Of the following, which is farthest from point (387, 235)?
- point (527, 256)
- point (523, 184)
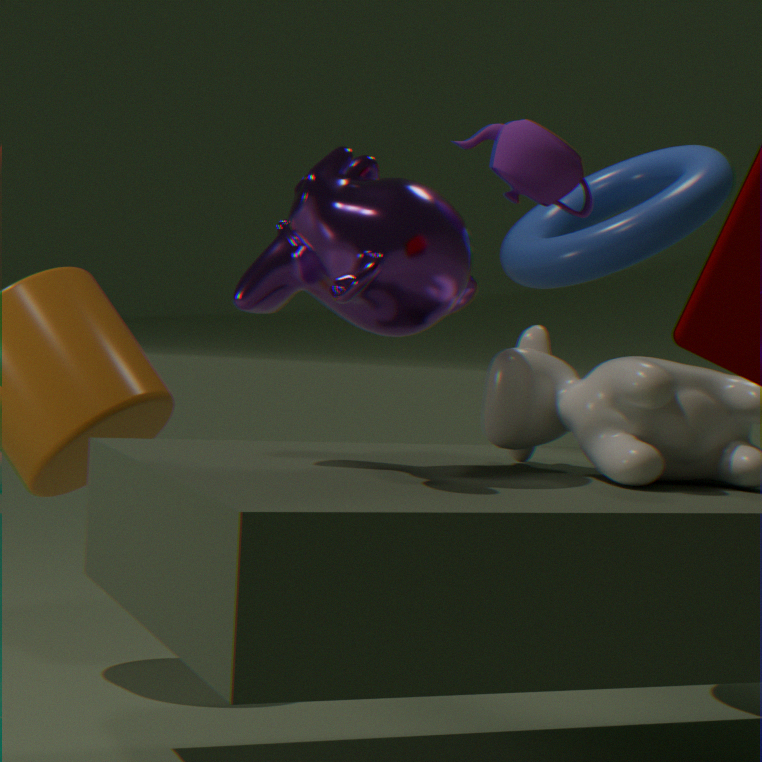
point (527, 256)
